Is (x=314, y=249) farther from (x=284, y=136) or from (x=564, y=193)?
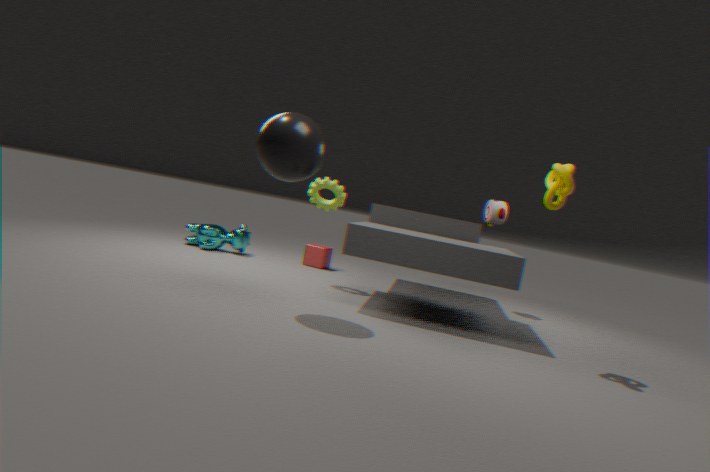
(x=564, y=193)
